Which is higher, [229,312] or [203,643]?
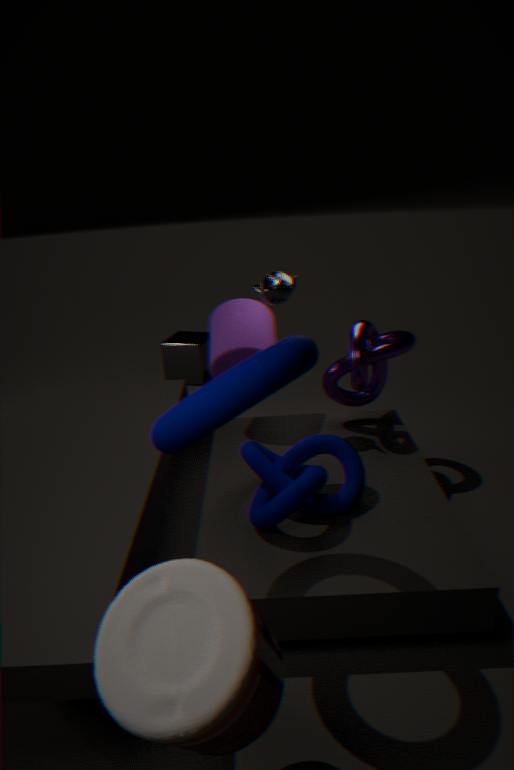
[229,312]
